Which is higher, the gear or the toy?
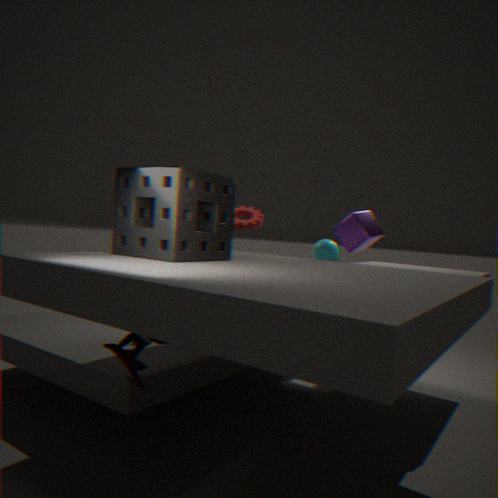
the gear
